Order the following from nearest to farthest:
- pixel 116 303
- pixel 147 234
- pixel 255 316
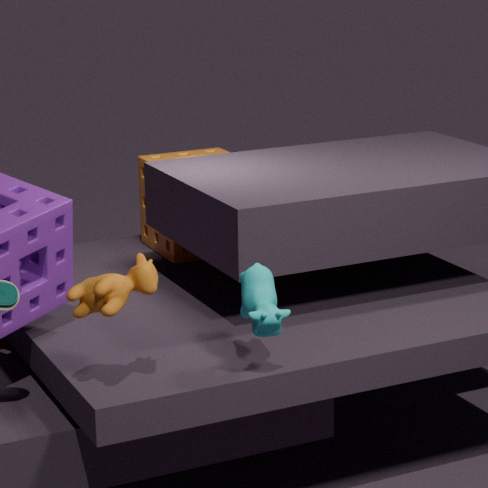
1. pixel 116 303
2. pixel 255 316
3. pixel 147 234
